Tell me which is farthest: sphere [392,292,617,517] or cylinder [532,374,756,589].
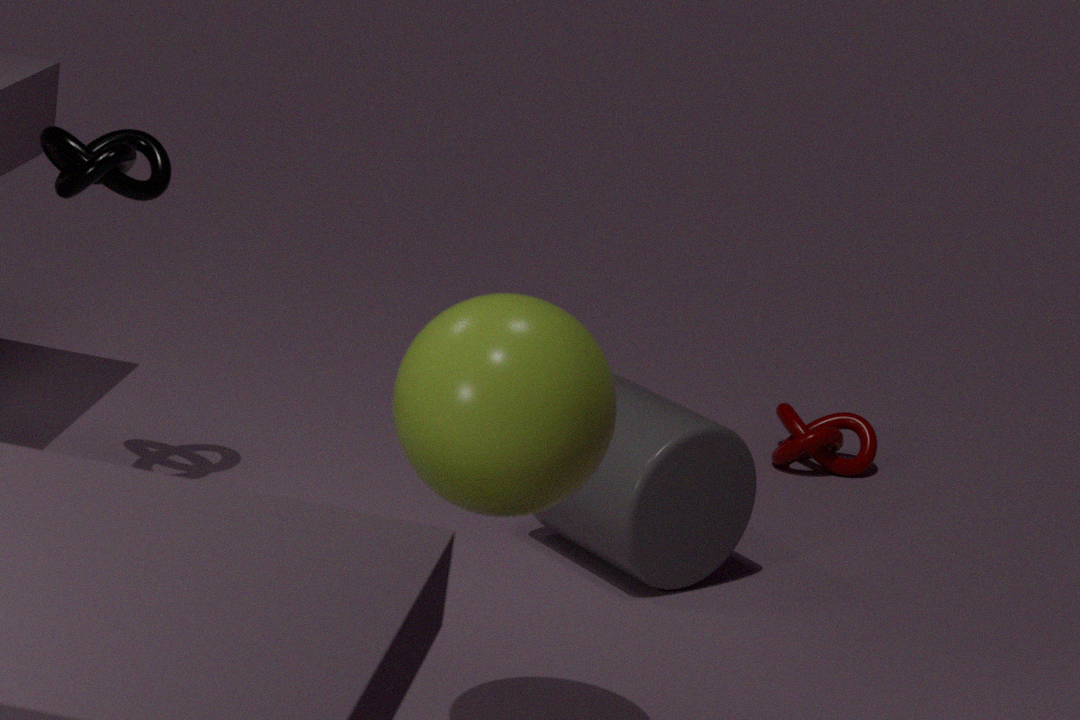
cylinder [532,374,756,589]
